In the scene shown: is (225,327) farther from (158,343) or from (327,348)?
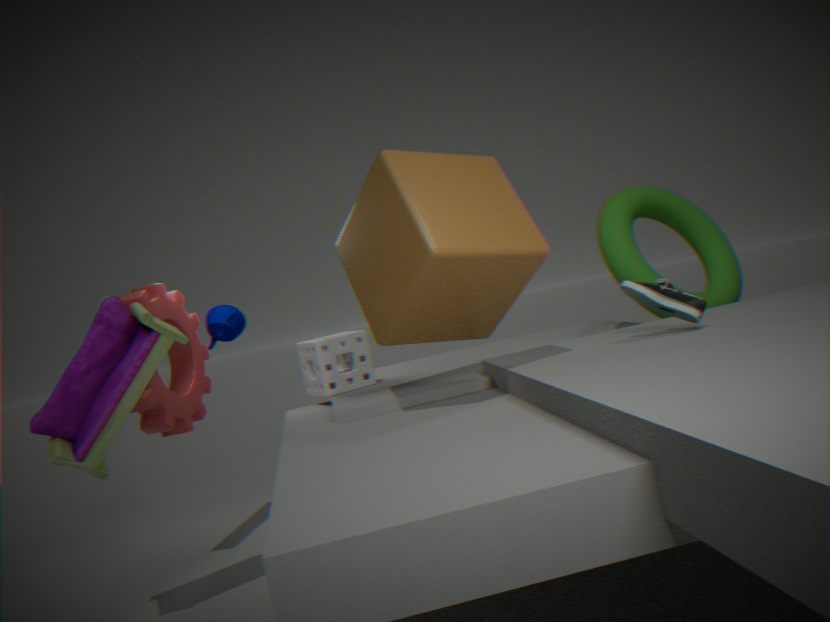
(158,343)
